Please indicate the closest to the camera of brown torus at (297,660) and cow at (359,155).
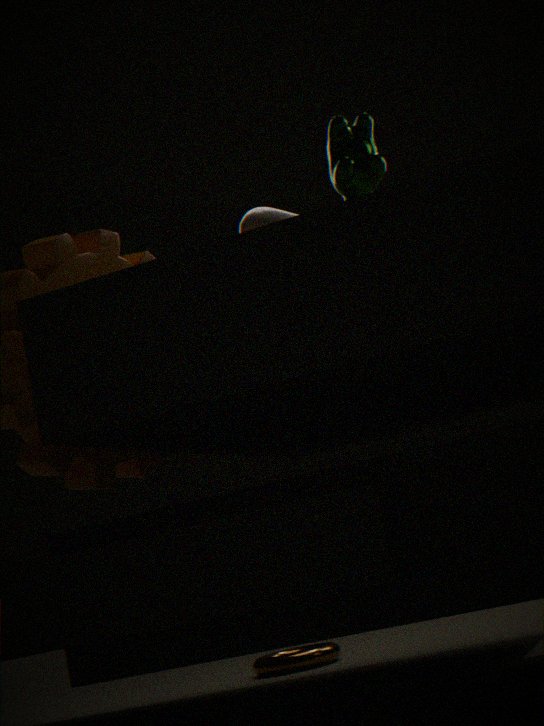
cow at (359,155)
